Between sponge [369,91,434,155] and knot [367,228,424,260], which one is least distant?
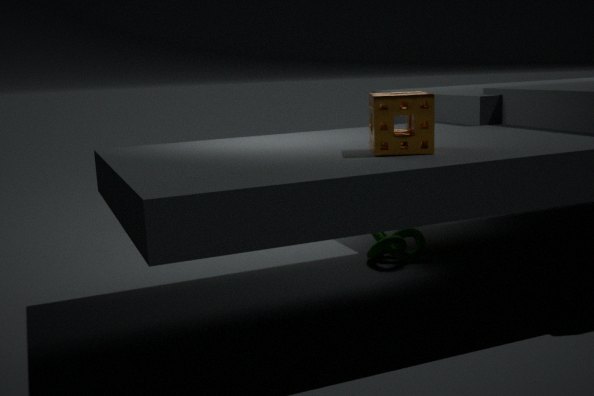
sponge [369,91,434,155]
